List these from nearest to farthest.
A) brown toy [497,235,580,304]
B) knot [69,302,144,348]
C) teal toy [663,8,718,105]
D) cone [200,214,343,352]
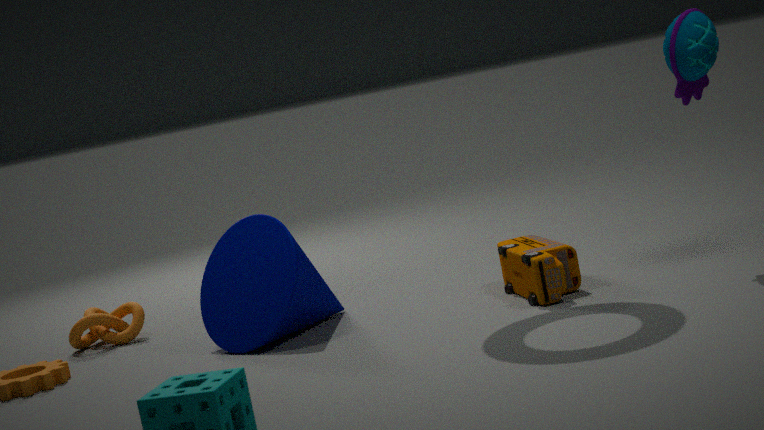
teal toy [663,8,718,105] < brown toy [497,235,580,304] < cone [200,214,343,352] < knot [69,302,144,348]
